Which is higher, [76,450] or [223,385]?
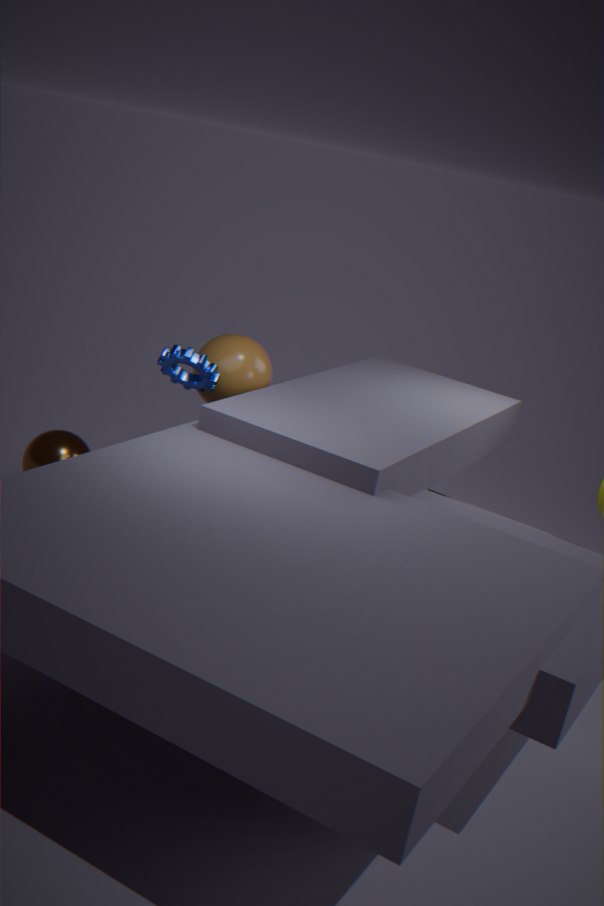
[223,385]
